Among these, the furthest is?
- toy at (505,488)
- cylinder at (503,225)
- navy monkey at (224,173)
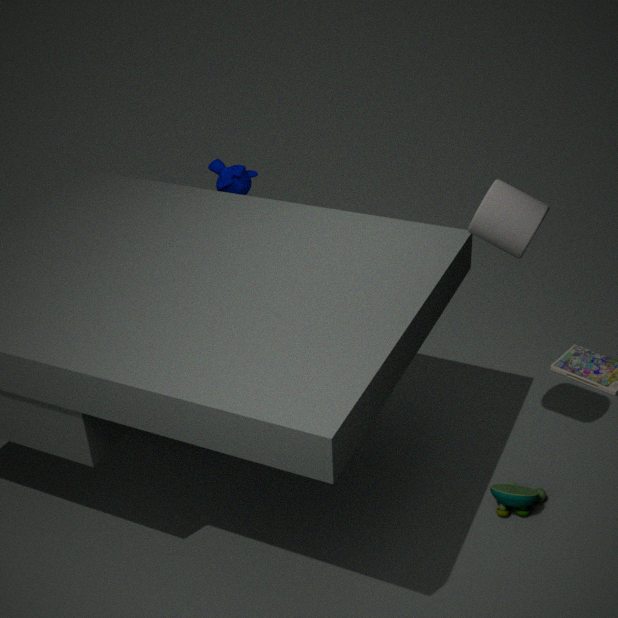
navy monkey at (224,173)
